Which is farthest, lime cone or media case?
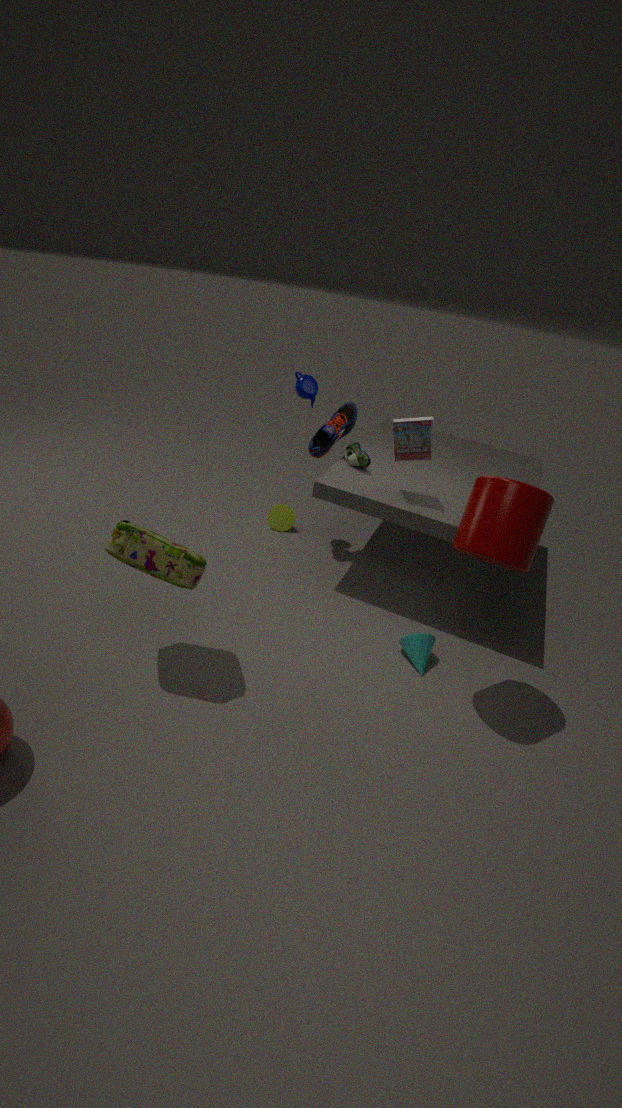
lime cone
